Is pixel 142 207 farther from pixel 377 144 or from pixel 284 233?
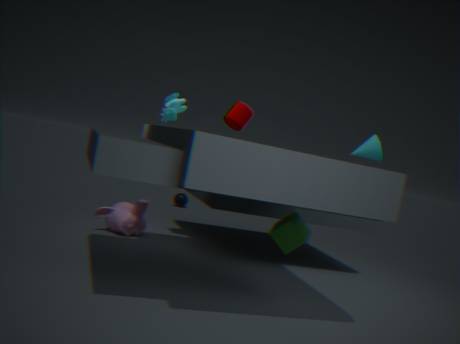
pixel 377 144
